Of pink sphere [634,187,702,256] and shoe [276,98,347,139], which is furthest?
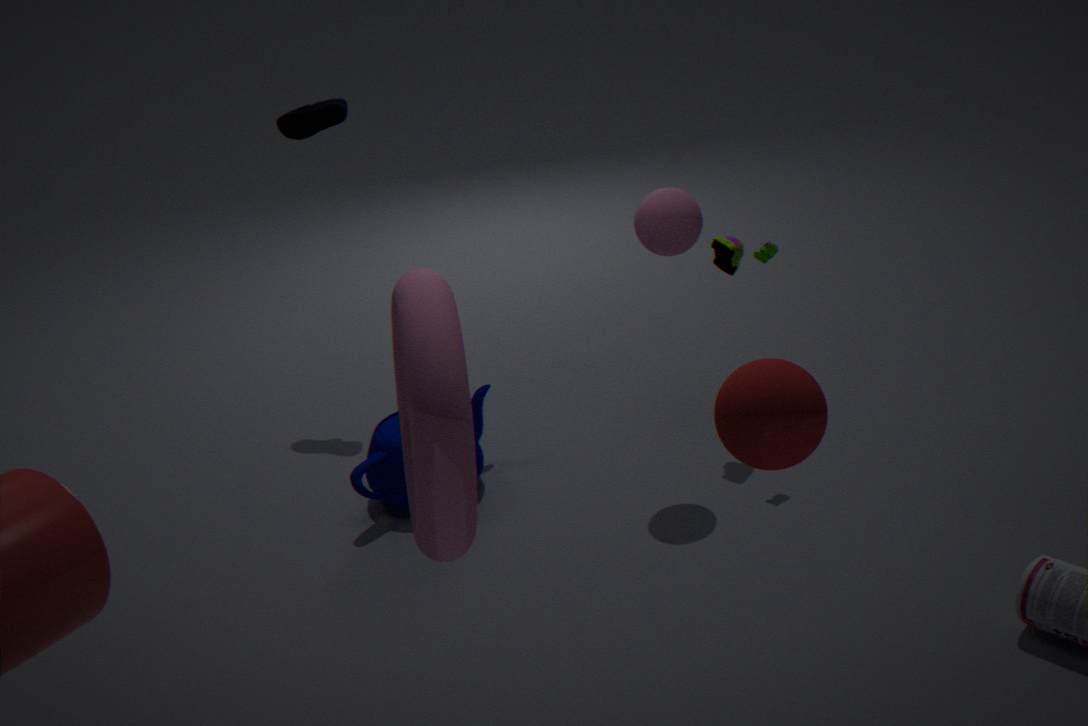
shoe [276,98,347,139]
